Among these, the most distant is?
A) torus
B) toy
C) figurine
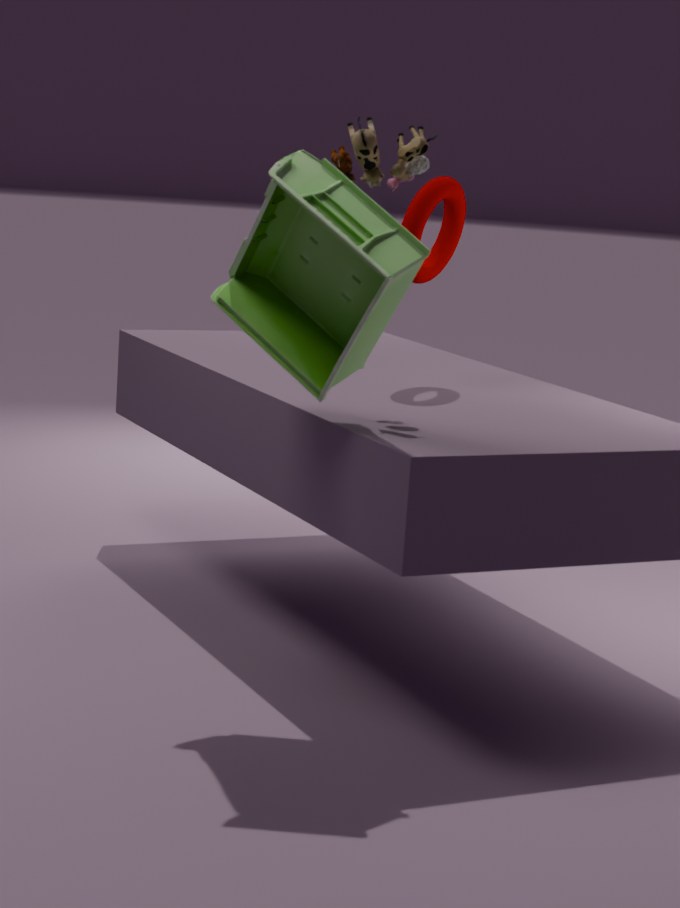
torus
